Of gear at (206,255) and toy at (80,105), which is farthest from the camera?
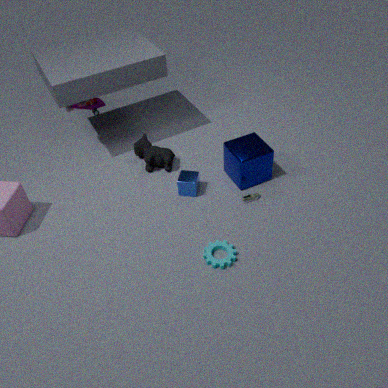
toy at (80,105)
